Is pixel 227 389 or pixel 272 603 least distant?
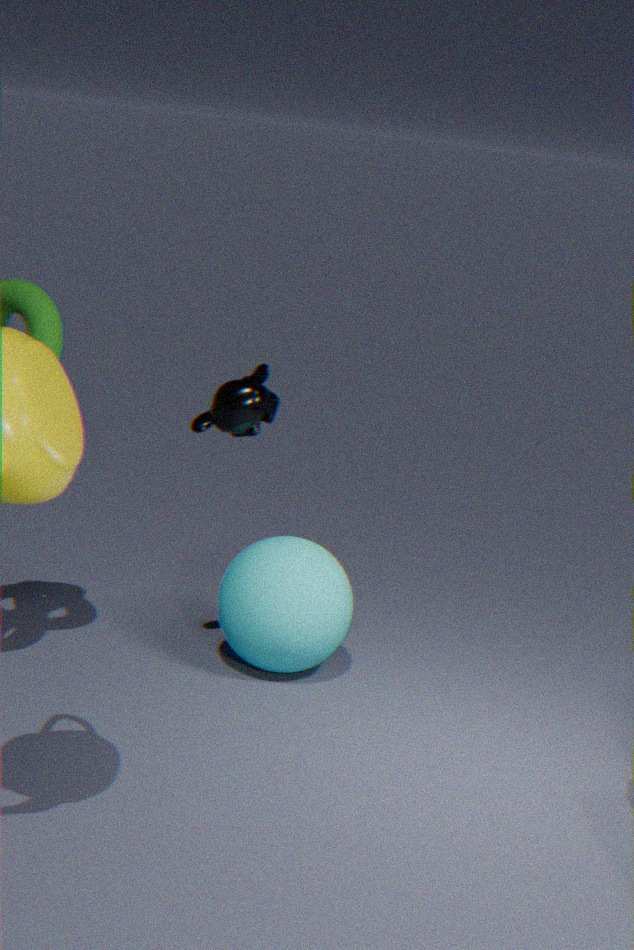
pixel 227 389
